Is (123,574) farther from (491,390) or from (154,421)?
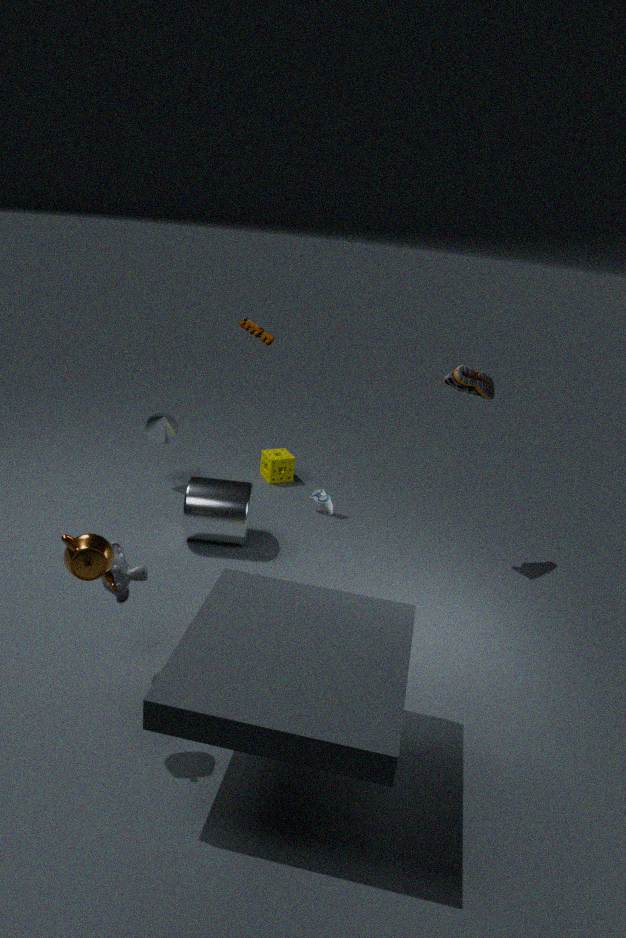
(491,390)
